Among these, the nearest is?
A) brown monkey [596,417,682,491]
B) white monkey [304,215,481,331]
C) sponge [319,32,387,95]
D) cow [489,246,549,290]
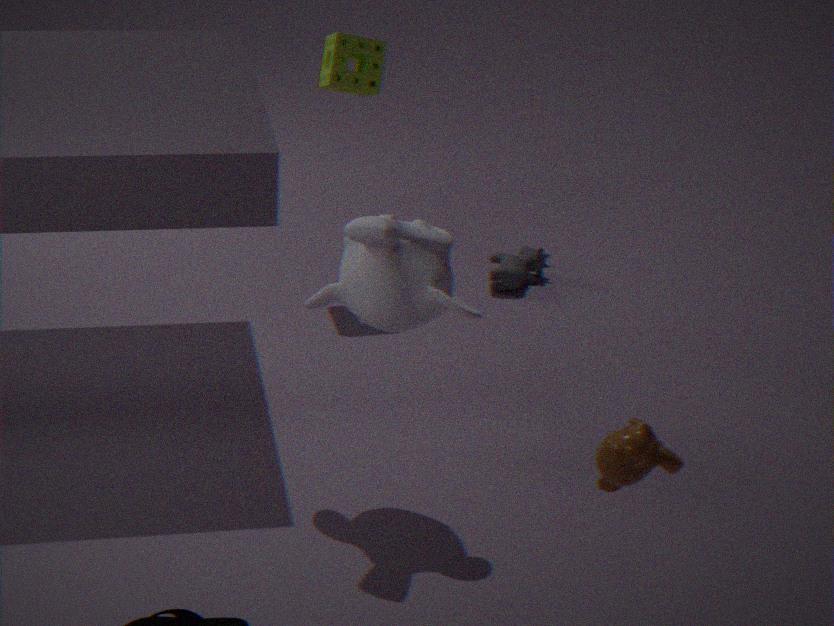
brown monkey [596,417,682,491]
